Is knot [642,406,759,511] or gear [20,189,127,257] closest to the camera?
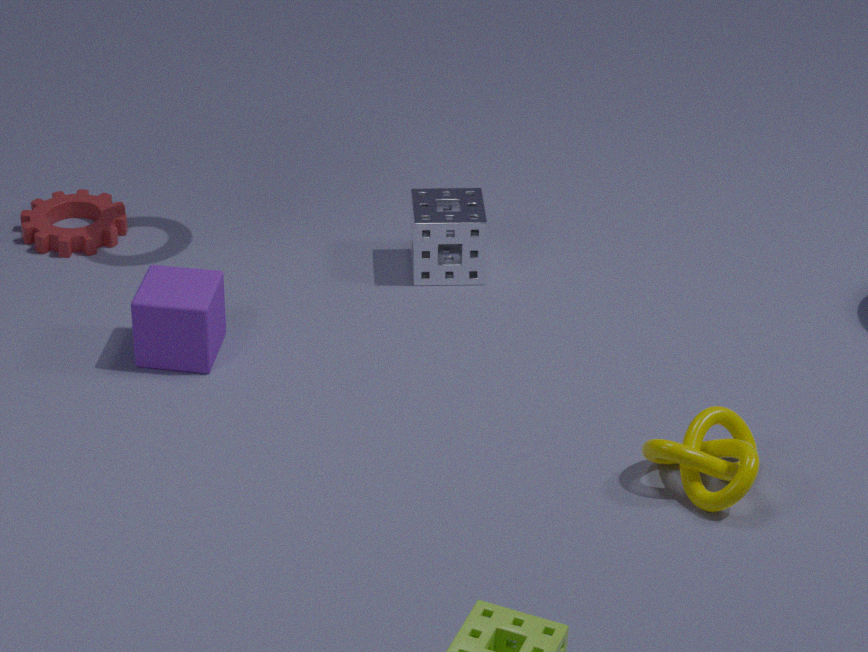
knot [642,406,759,511]
